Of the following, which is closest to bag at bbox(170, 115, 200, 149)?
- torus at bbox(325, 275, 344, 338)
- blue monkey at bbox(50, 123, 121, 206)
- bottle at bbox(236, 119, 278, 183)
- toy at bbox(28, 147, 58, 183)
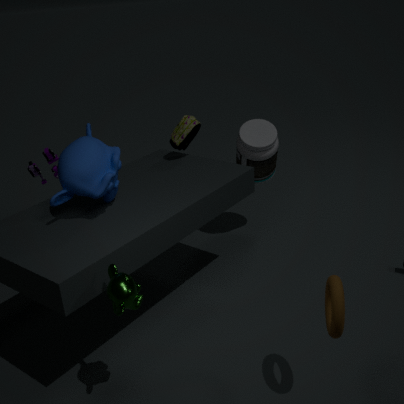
bottle at bbox(236, 119, 278, 183)
